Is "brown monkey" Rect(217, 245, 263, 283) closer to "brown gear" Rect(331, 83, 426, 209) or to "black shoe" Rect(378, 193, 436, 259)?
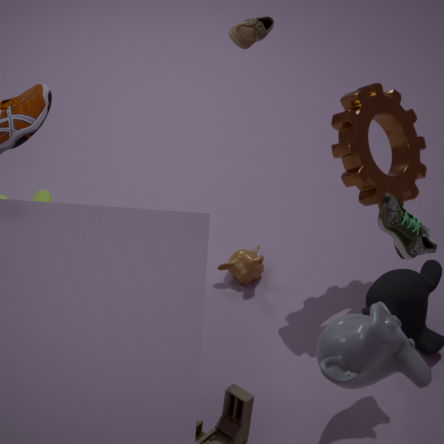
"brown gear" Rect(331, 83, 426, 209)
